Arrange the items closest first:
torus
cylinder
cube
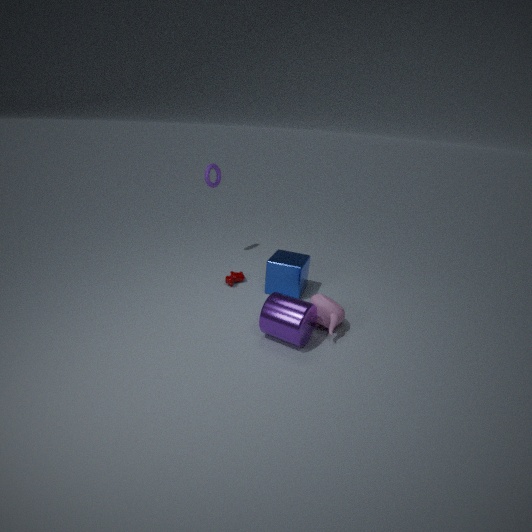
cylinder → cube → torus
